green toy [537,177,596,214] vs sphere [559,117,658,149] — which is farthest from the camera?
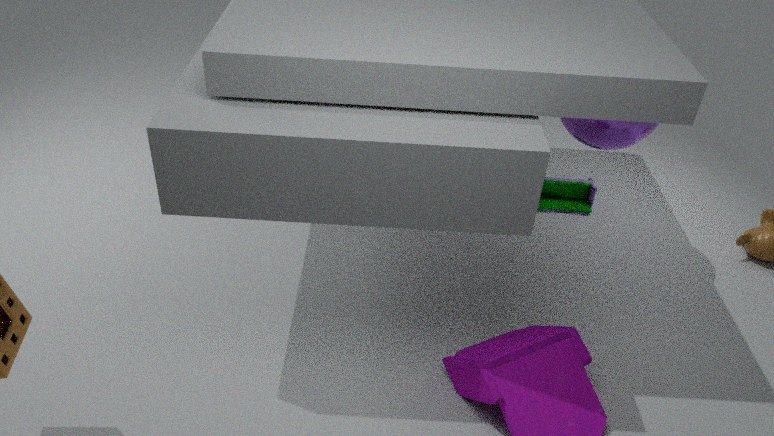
→ green toy [537,177,596,214]
